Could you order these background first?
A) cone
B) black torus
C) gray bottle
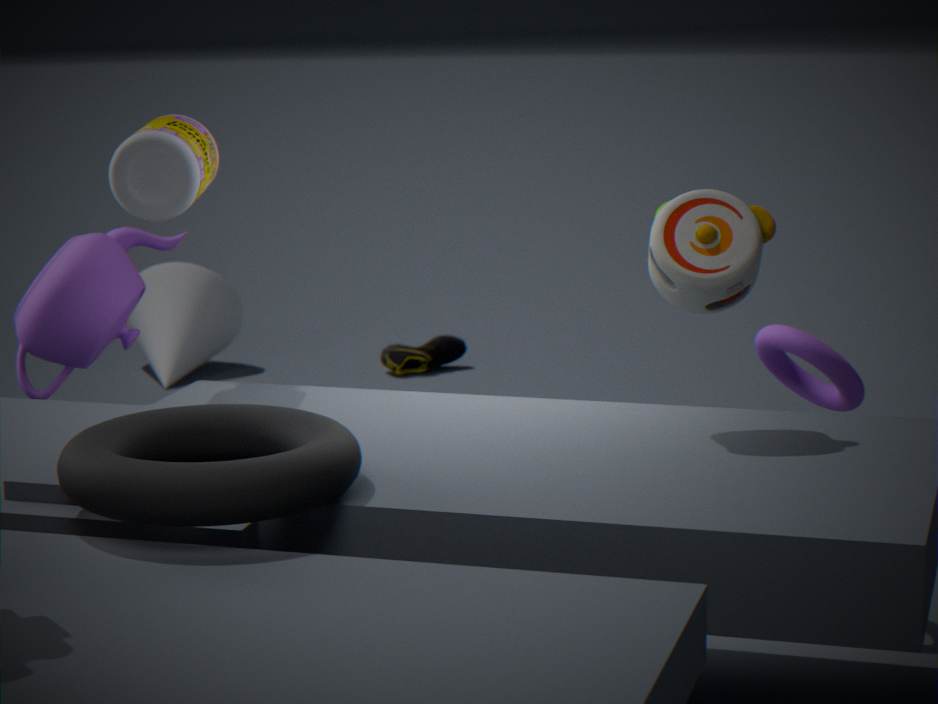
1. cone
2. gray bottle
3. black torus
